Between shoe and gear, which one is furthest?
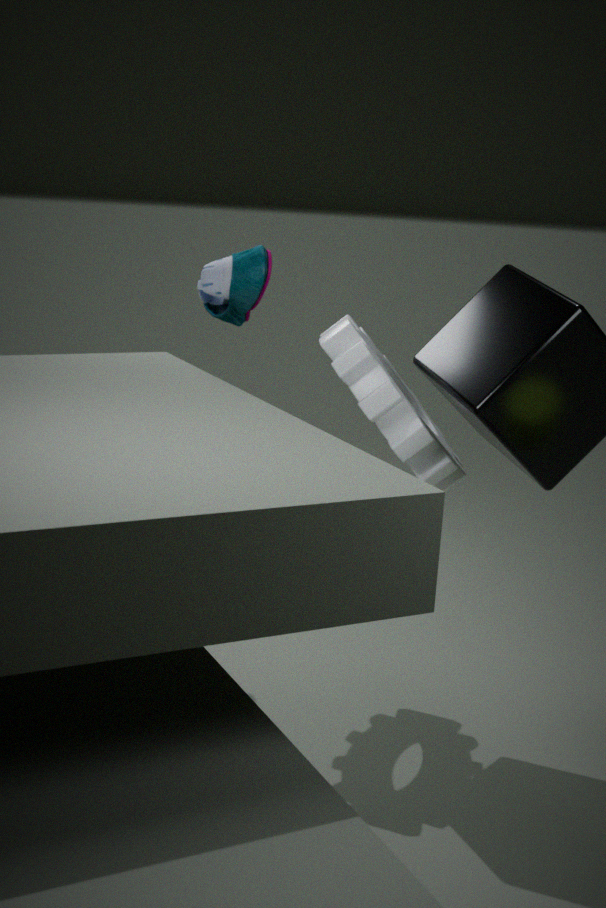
shoe
